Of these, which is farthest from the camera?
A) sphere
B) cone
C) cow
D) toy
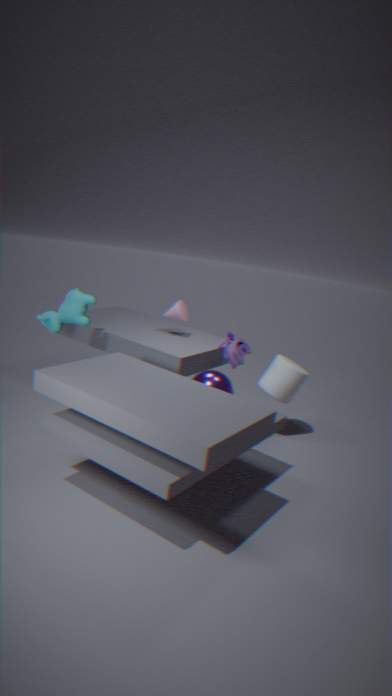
cone
